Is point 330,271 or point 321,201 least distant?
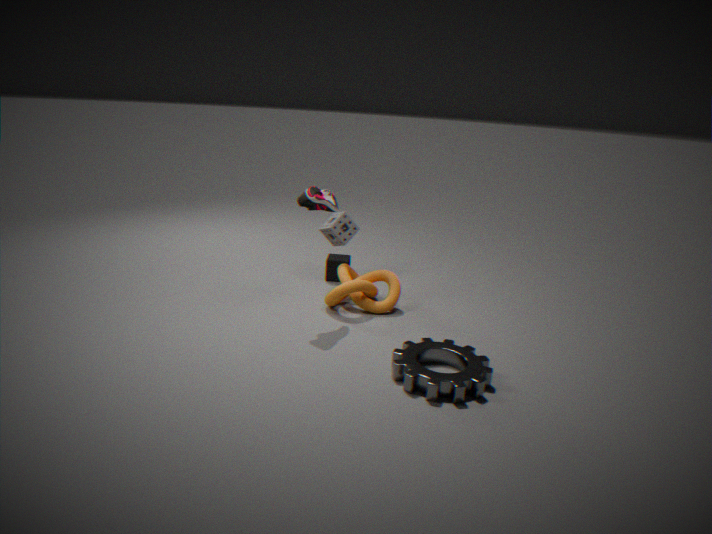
point 321,201
